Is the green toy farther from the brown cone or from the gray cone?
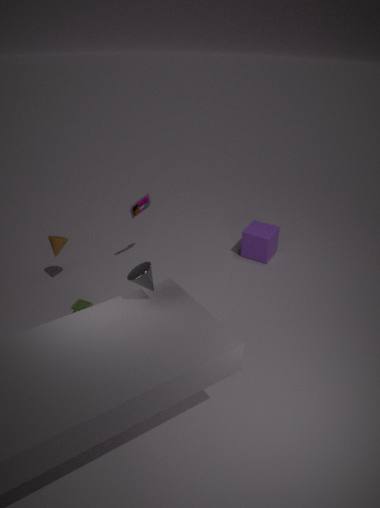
the gray cone
